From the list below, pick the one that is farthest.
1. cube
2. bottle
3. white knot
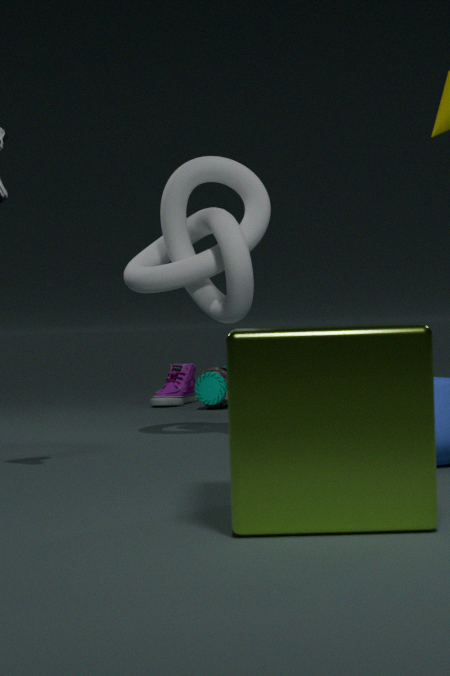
bottle
